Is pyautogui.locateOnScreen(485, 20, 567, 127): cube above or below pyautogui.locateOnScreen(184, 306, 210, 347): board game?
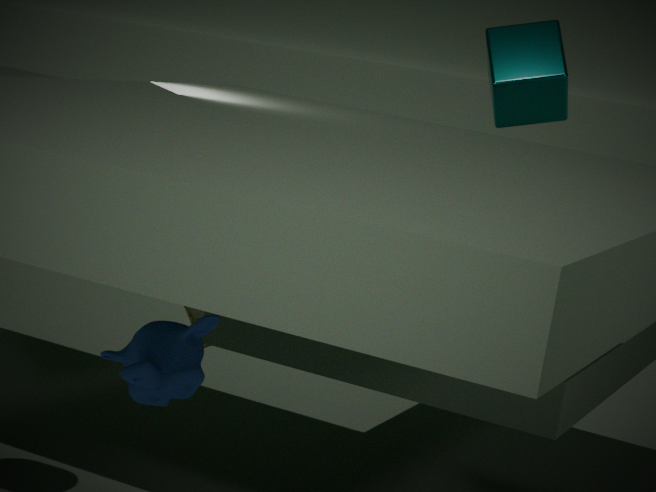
above
